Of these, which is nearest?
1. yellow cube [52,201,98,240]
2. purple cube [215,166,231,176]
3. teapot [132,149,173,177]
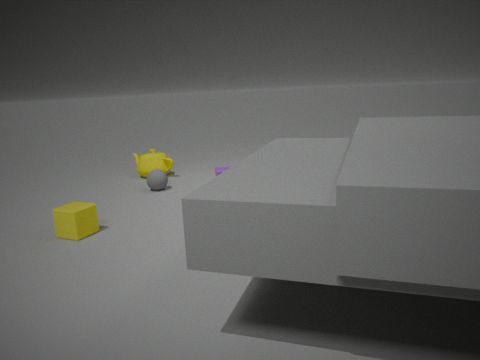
yellow cube [52,201,98,240]
